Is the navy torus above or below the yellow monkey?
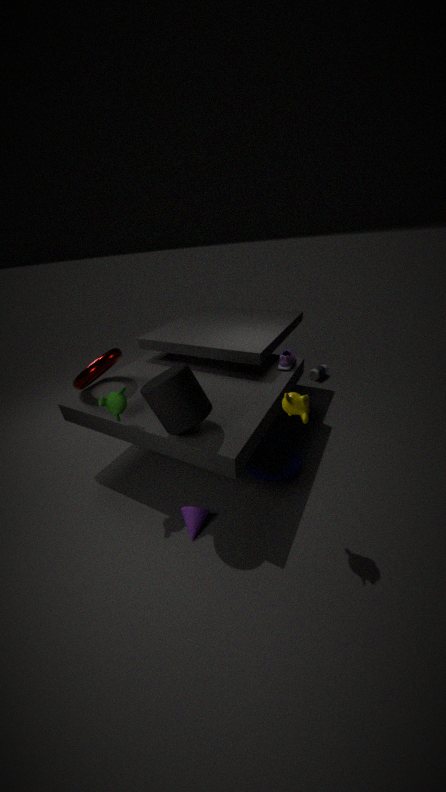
below
